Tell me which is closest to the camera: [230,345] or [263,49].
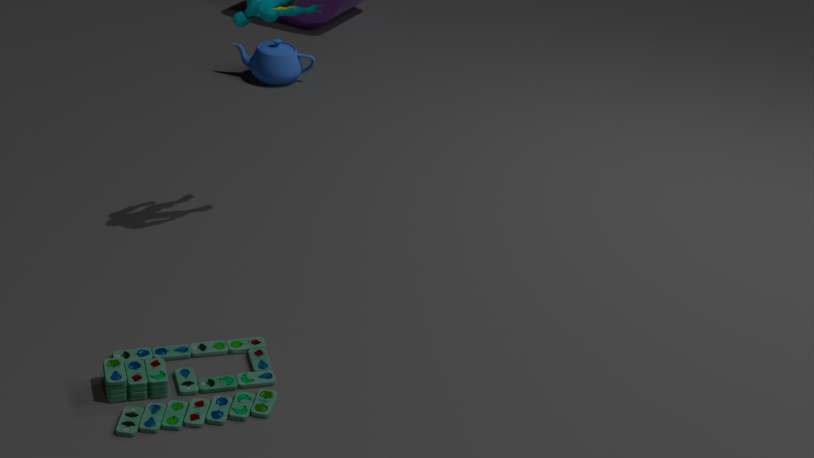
[230,345]
